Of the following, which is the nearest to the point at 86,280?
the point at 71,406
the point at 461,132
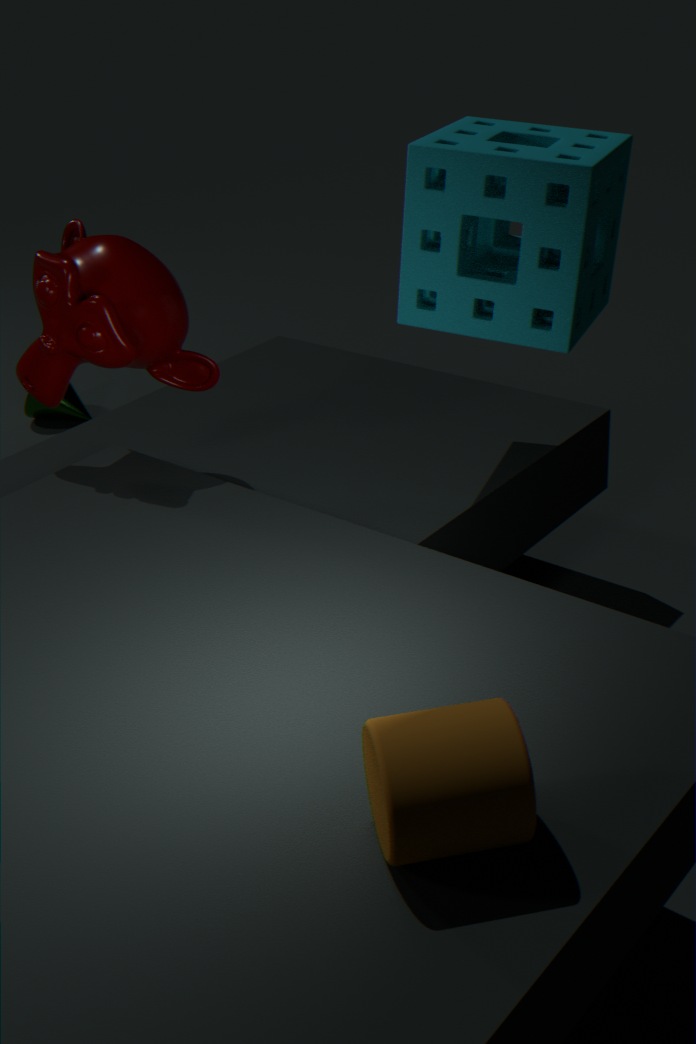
the point at 461,132
